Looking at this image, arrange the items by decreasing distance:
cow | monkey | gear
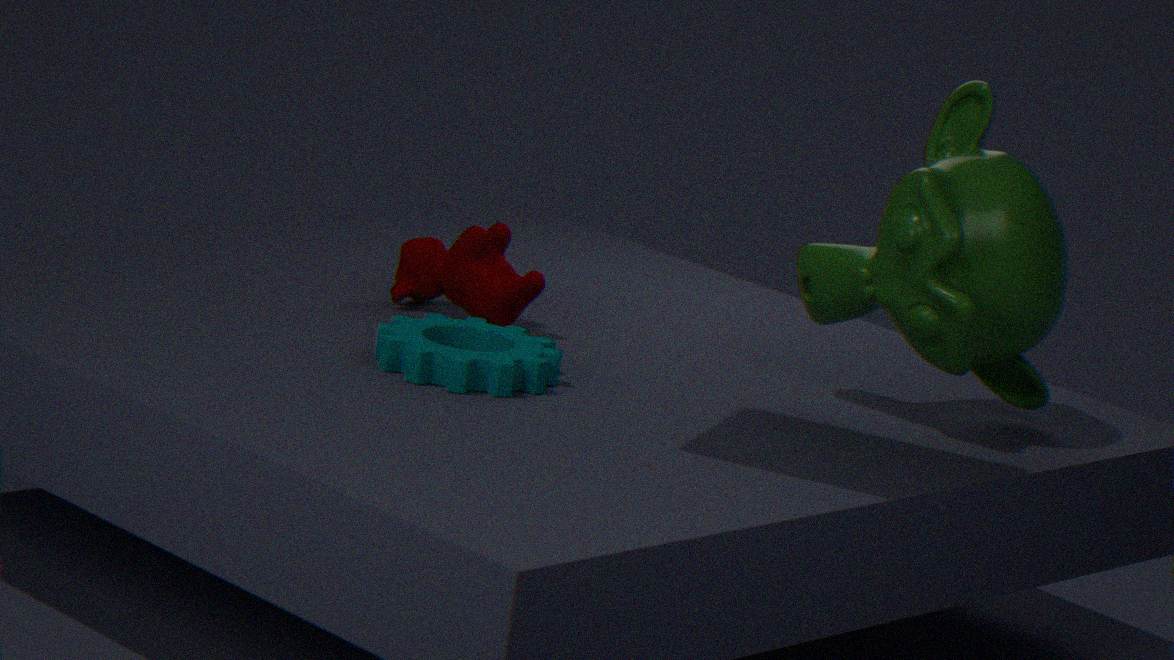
cow → monkey → gear
